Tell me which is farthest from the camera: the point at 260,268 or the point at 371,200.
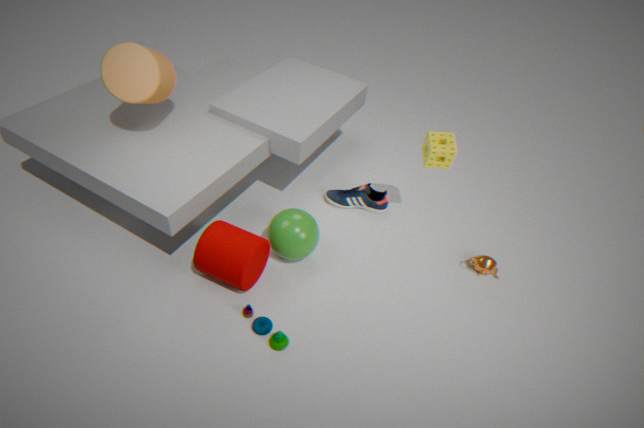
the point at 371,200
